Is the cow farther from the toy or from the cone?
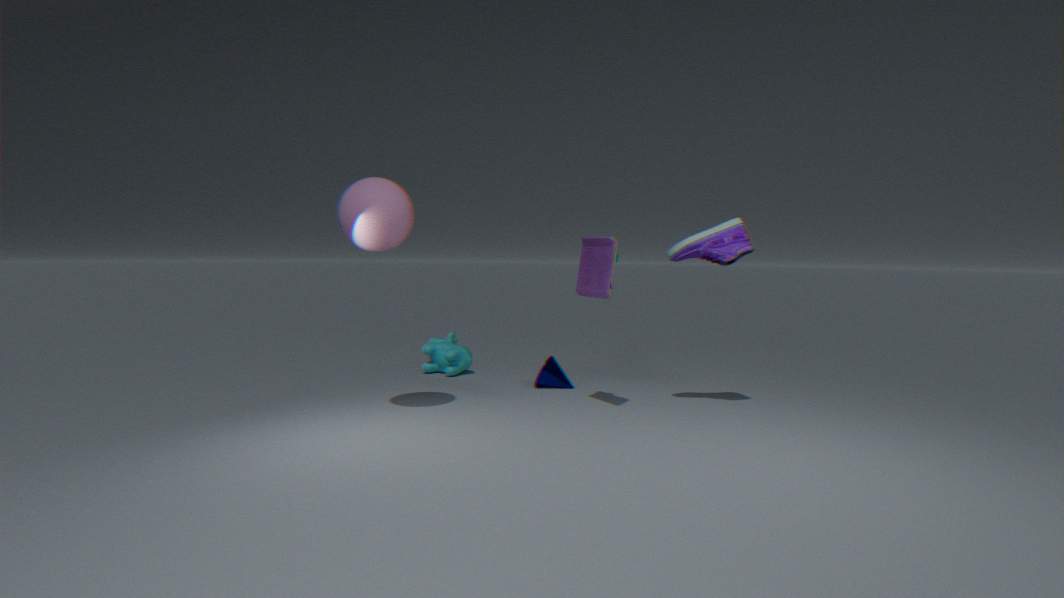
the toy
